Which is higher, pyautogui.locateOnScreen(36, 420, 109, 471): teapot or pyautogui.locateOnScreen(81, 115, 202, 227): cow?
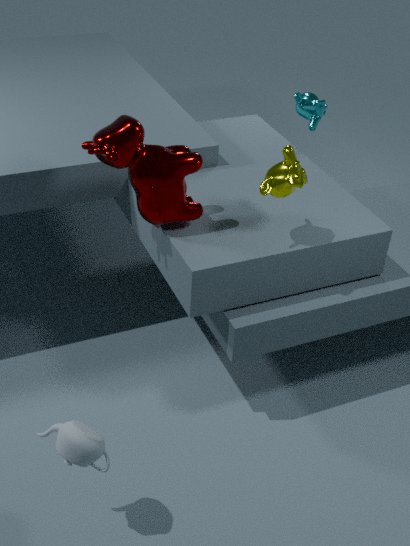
pyautogui.locateOnScreen(81, 115, 202, 227): cow
